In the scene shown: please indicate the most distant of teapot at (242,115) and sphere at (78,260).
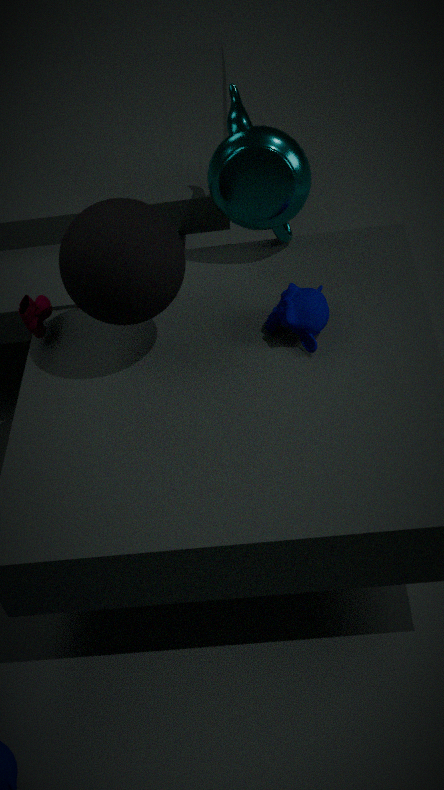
teapot at (242,115)
